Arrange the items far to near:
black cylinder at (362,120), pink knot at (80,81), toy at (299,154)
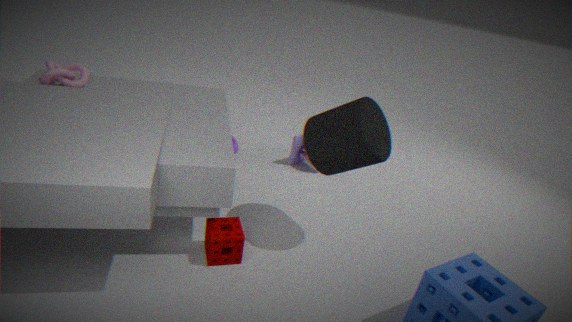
toy at (299,154) < pink knot at (80,81) < black cylinder at (362,120)
